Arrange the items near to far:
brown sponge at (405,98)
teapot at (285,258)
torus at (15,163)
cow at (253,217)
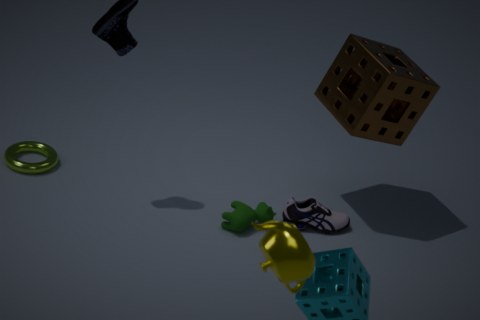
teapot at (285,258) → brown sponge at (405,98) → cow at (253,217) → torus at (15,163)
